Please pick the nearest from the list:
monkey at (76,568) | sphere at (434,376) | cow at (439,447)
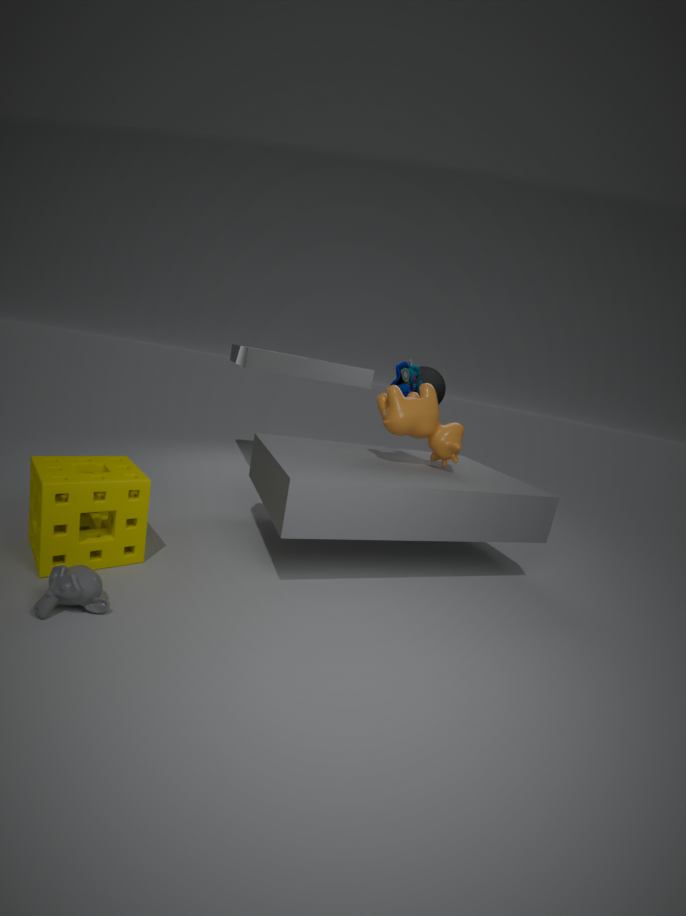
monkey at (76,568)
